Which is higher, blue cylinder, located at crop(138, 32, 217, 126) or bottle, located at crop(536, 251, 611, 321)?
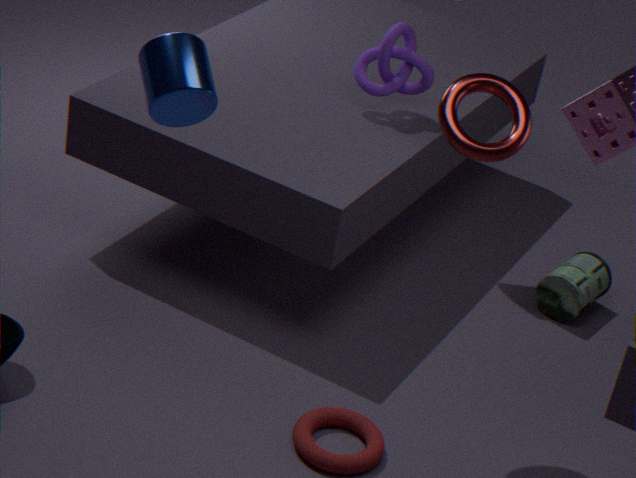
blue cylinder, located at crop(138, 32, 217, 126)
